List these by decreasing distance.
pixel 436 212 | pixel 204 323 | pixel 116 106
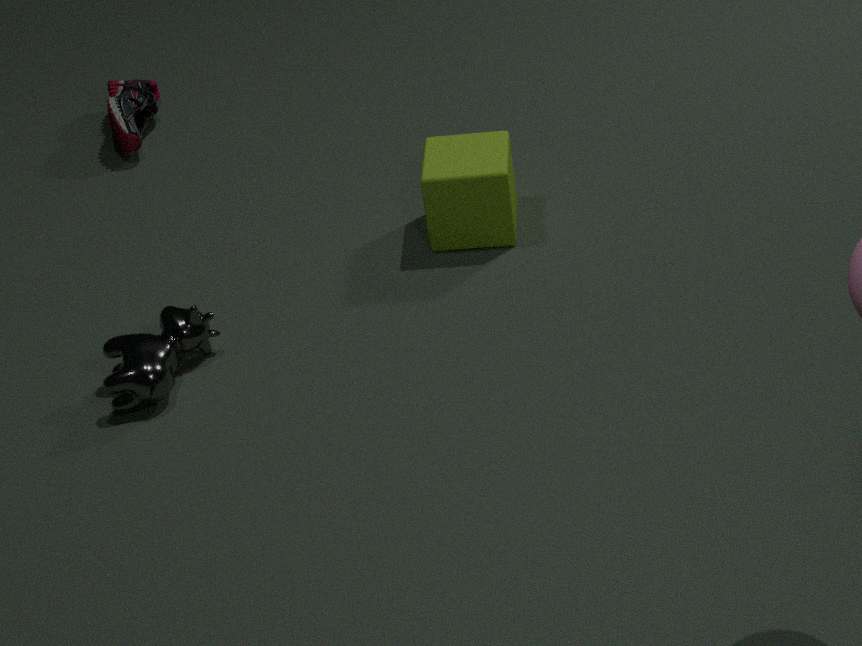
pixel 116 106 → pixel 436 212 → pixel 204 323
